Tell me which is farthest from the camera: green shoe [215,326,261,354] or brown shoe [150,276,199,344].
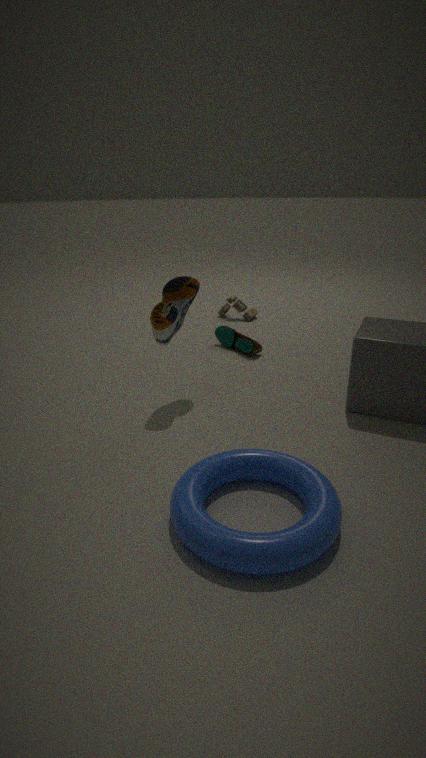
green shoe [215,326,261,354]
